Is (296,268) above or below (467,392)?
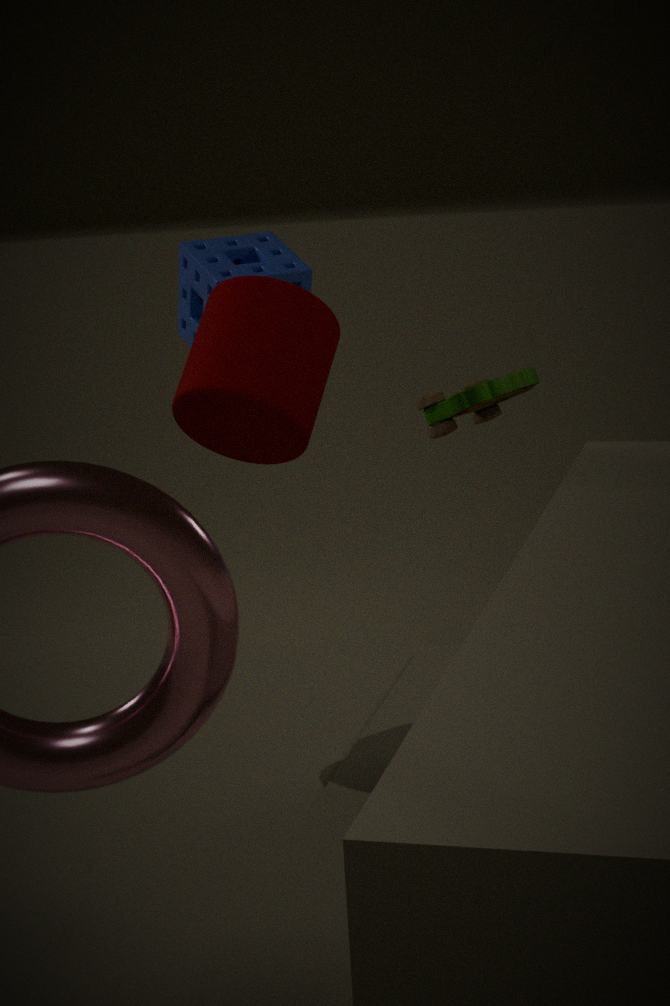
above
